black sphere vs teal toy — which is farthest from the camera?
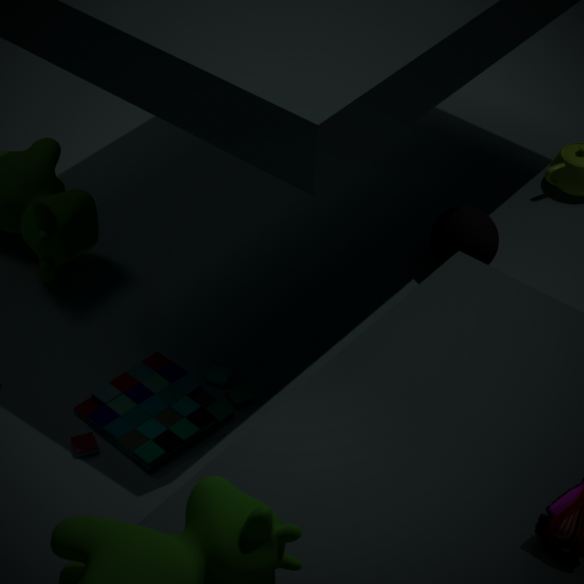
black sphere
